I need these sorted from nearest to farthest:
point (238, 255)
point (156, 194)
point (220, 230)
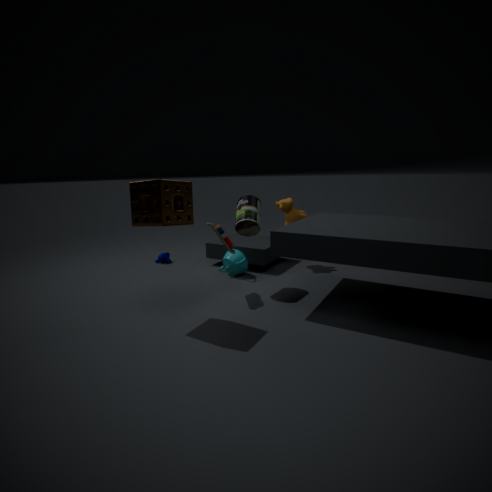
point (156, 194) < point (220, 230) < point (238, 255)
